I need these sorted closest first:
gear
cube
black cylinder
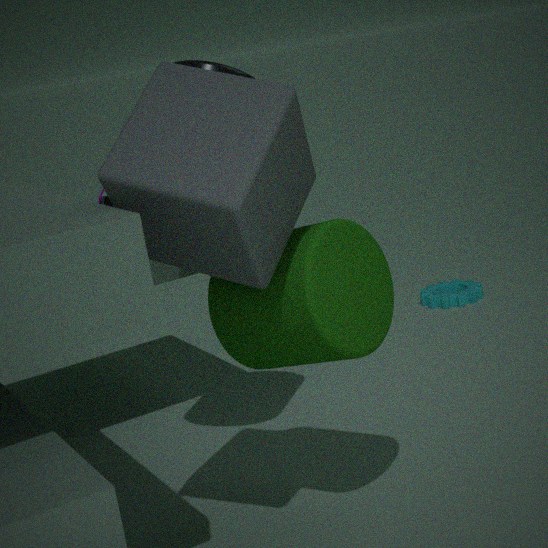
cube < black cylinder < gear
